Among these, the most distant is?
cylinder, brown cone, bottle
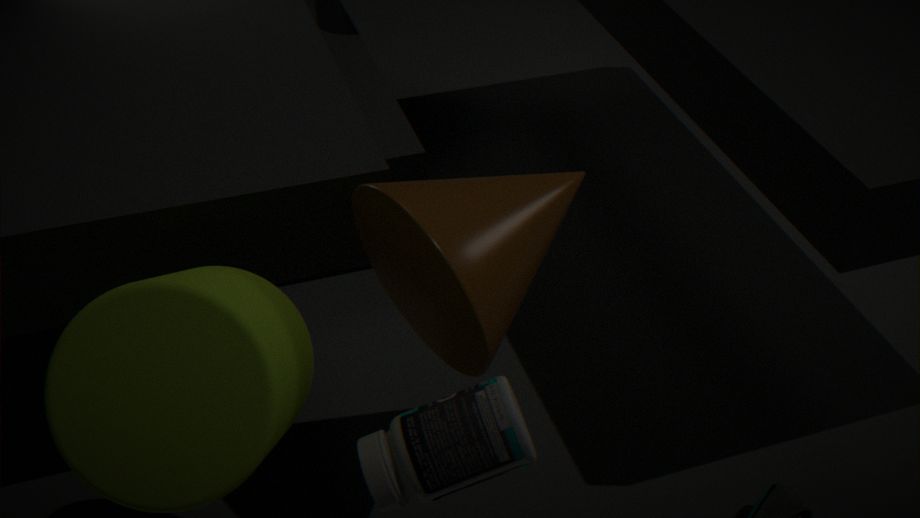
brown cone
